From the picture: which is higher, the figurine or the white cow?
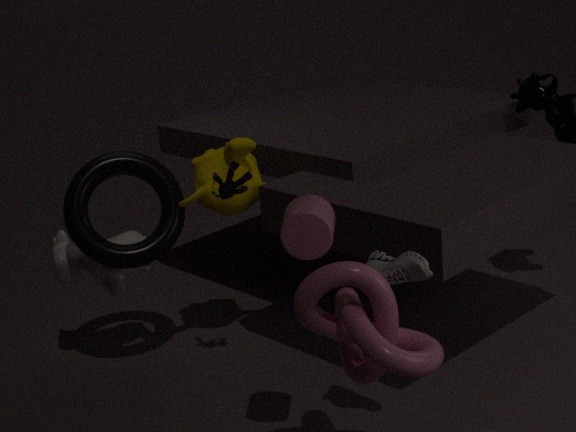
the figurine
